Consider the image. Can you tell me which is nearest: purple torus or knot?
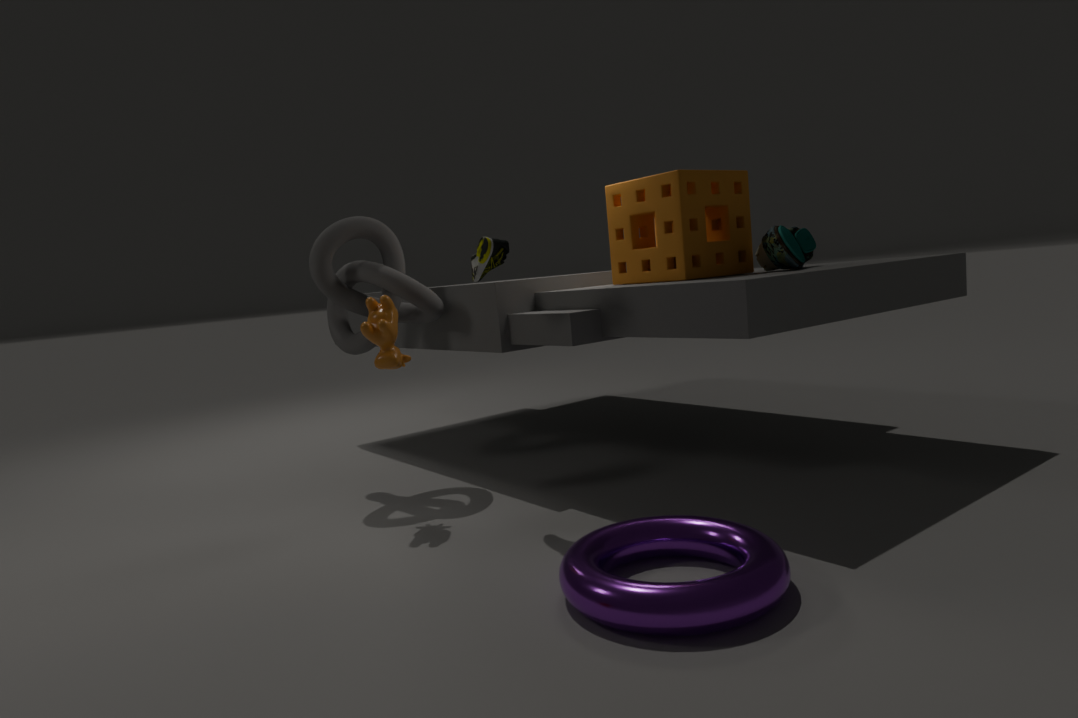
purple torus
